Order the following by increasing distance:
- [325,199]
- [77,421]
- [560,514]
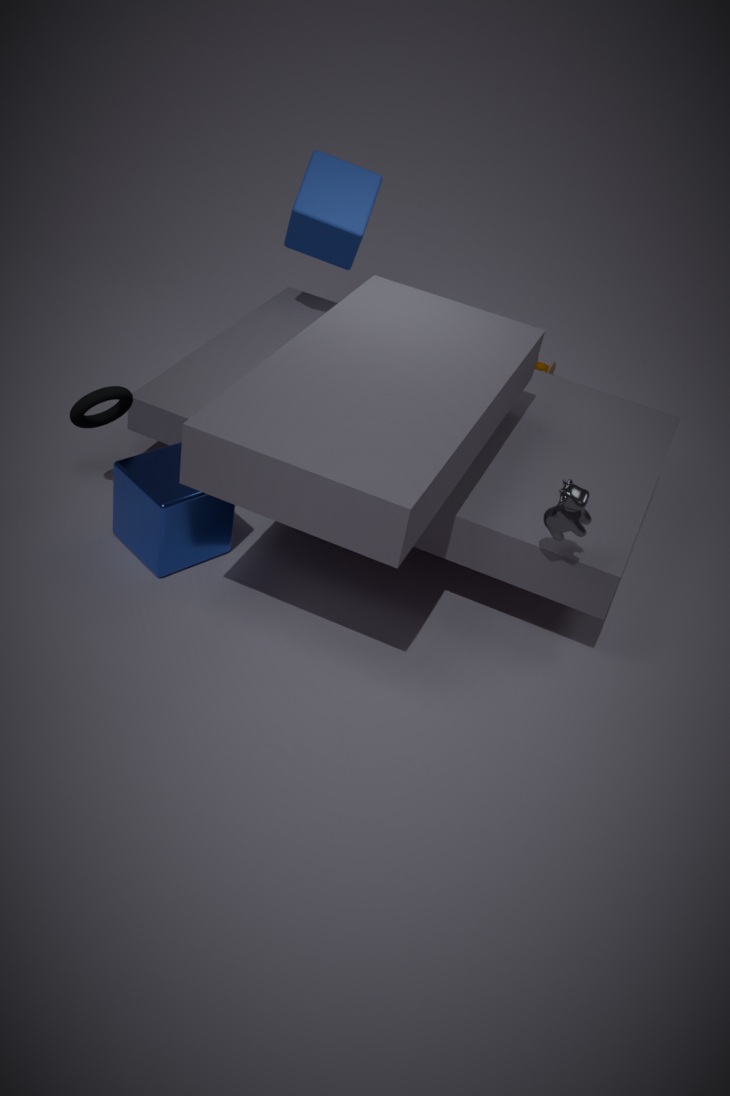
1. [560,514]
2. [77,421]
3. [325,199]
